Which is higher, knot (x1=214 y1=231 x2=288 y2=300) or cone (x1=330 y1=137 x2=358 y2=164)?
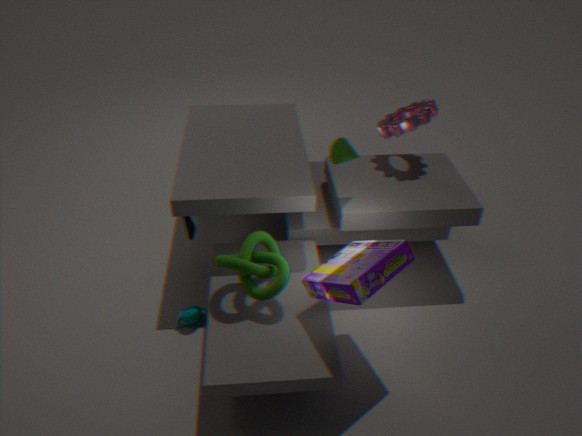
cone (x1=330 y1=137 x2=358 y2=164)
